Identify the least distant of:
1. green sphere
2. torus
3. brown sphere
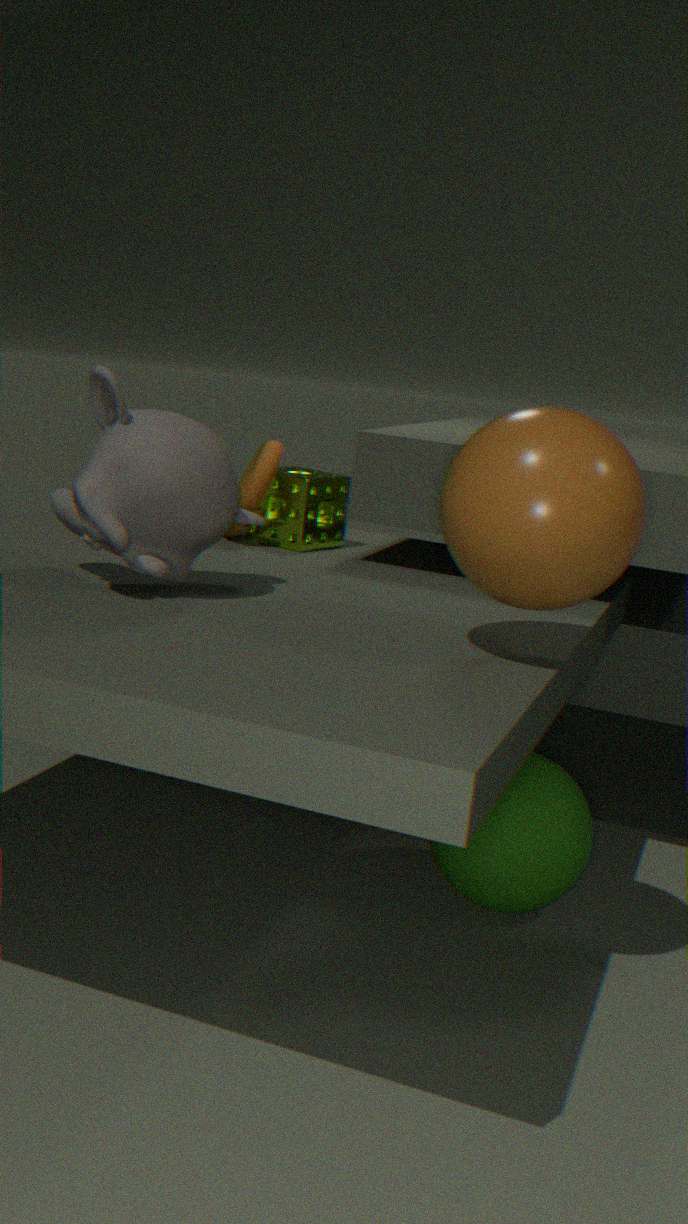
brown sphere
